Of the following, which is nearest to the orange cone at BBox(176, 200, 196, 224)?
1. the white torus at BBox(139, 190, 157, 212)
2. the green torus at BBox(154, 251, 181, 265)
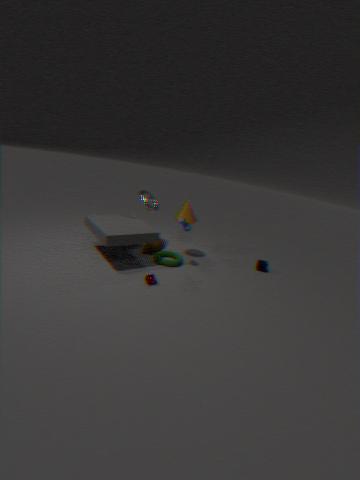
Result: the white torus at BBox(139, 190, 157, 212)
